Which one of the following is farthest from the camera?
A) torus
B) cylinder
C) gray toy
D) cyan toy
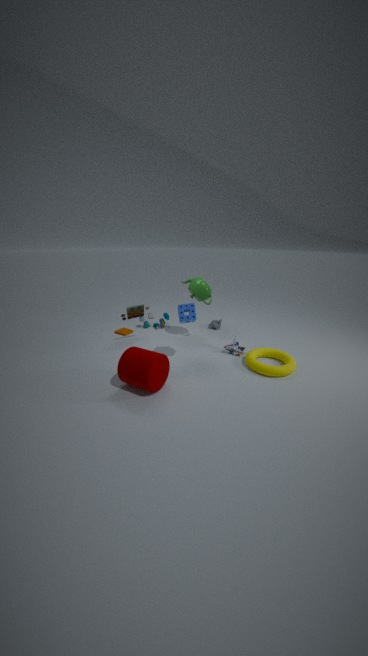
cyan toy
